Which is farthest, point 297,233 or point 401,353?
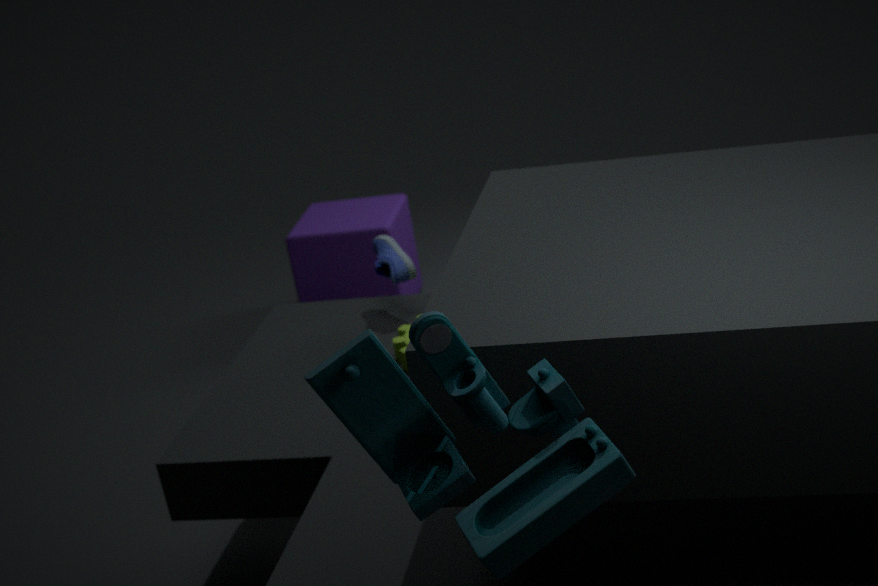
point 297,233
